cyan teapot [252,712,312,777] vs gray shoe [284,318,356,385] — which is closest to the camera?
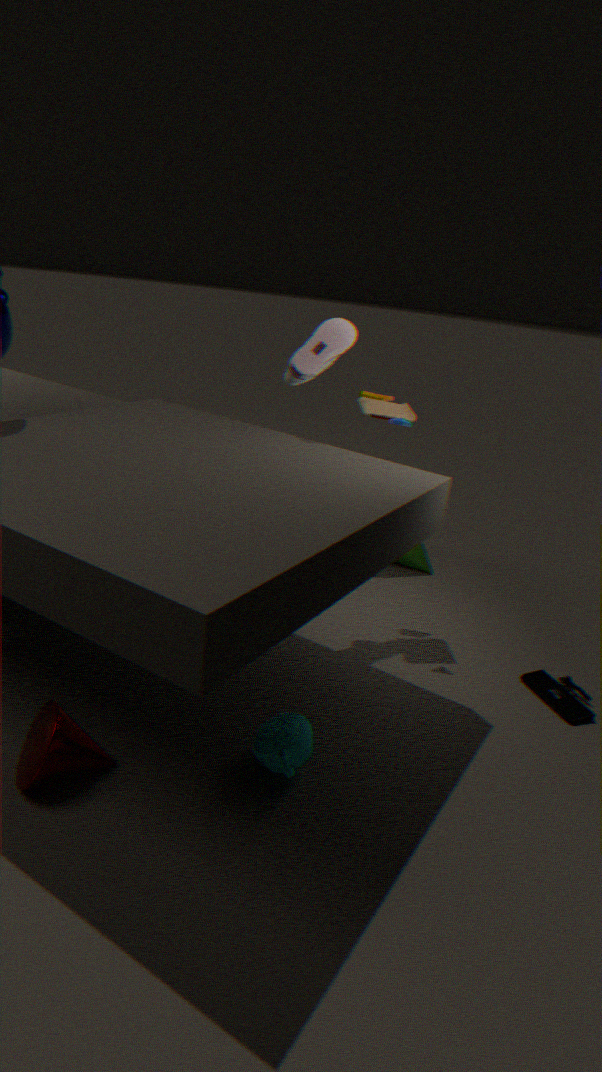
cyan teapot [252,712,312,777]
